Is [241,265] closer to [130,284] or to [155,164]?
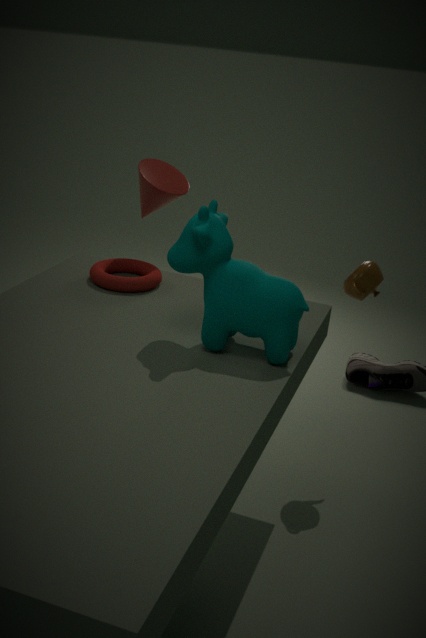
[130,284]
